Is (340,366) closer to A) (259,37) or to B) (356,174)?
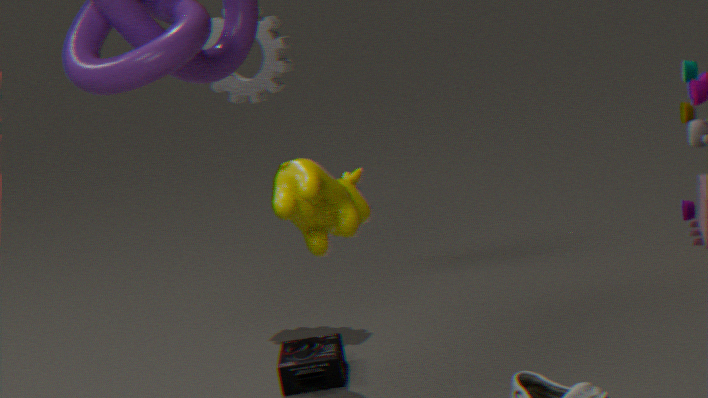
B) (356,174)
